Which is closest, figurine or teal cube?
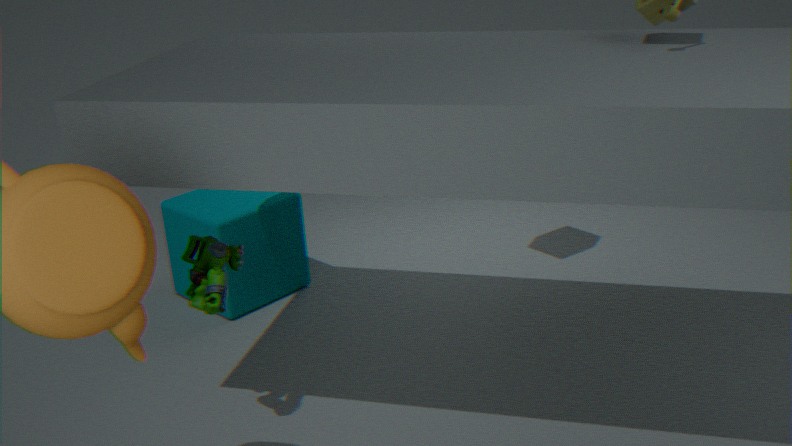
figurine
